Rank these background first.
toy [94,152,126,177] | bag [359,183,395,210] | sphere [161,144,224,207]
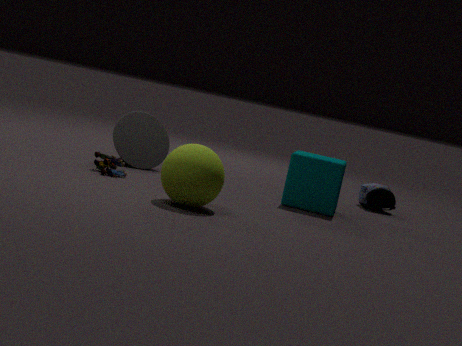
bag [359,183,395,210] → toy [94,152,126,177] → sphere [161,144,224,207]
